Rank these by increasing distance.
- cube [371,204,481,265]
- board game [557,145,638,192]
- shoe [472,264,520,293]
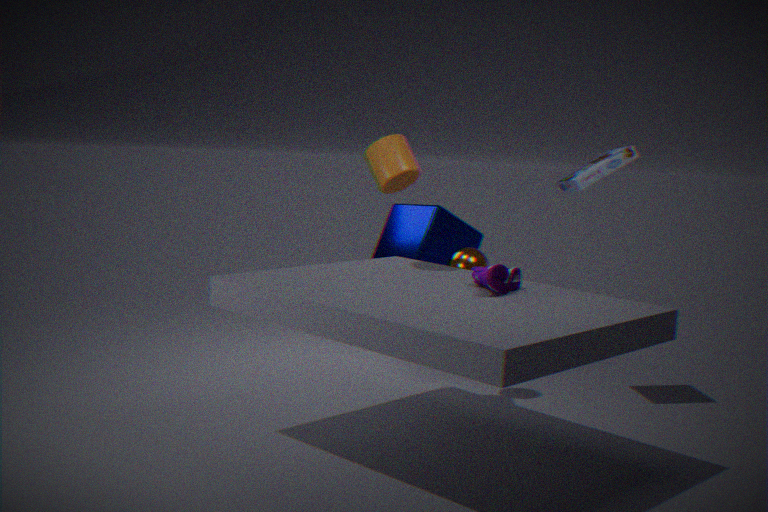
1. shoe [472,264,520,293]
2. board game [557,145,638,192]
3. cube [371,204,481,265]
